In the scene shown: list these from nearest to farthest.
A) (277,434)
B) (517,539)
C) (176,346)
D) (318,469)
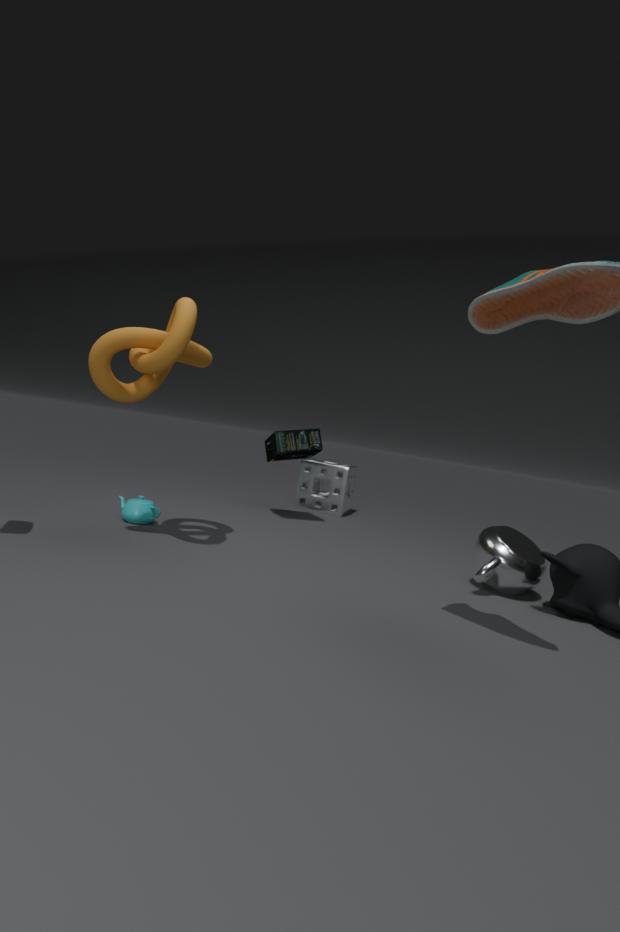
(176,346) < (517,539) < (277,434) < (318,469)
